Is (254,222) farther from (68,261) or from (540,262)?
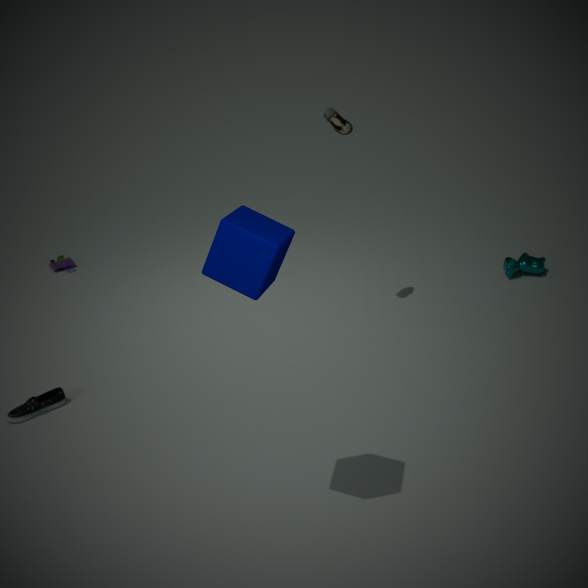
(68,261)
